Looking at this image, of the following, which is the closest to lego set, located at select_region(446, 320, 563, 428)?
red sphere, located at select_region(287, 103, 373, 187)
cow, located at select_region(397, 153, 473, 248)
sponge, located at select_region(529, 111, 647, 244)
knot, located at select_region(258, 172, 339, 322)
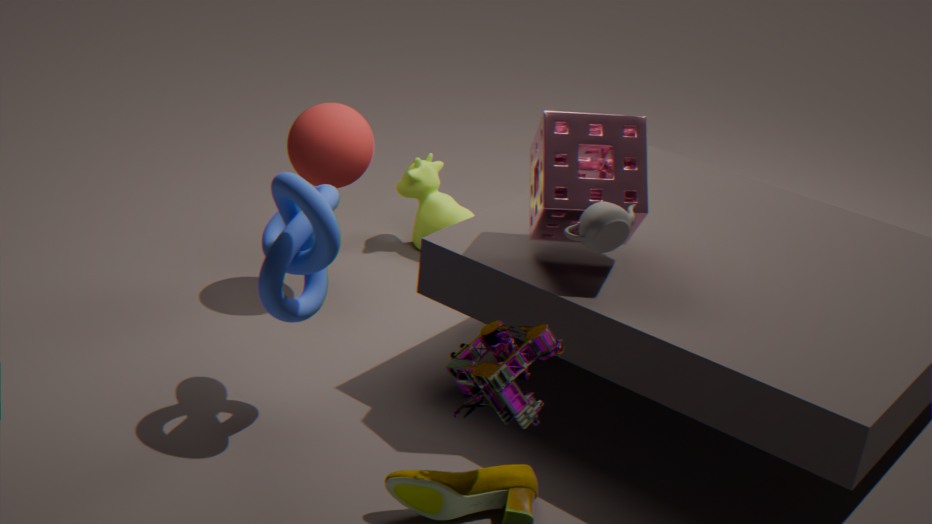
sponge, located at select_region(529, 111, 647, 244)
